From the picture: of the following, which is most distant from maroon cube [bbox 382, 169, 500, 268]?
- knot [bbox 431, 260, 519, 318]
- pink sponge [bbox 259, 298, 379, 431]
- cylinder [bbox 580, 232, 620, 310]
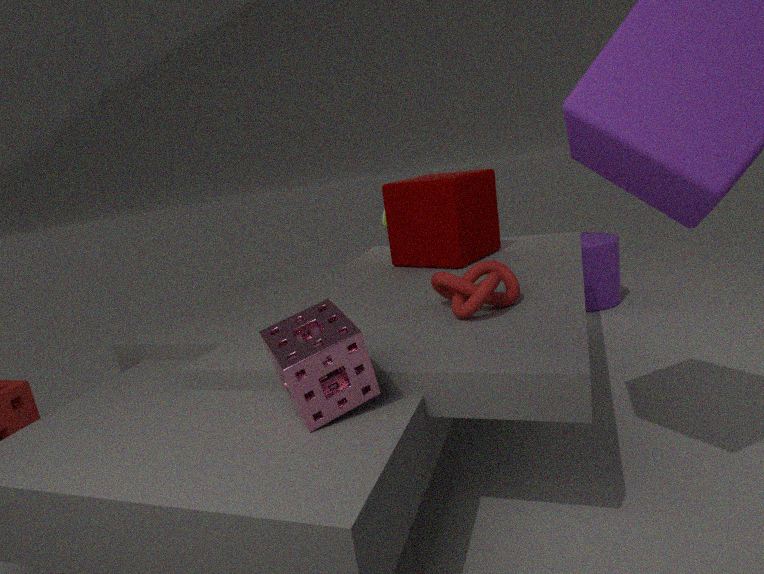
pink sponge [bbox 259, 298, 379, 431]
